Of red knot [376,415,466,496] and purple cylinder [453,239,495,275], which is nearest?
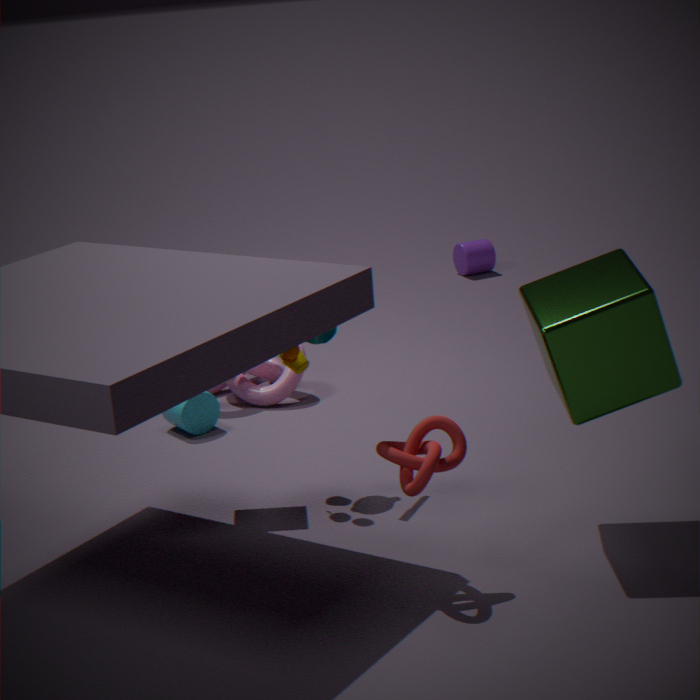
red knot [376,415,466,496]
